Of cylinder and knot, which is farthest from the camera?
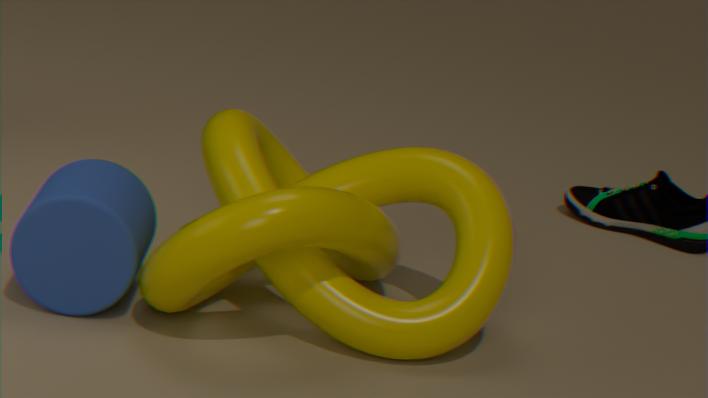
cylinder
